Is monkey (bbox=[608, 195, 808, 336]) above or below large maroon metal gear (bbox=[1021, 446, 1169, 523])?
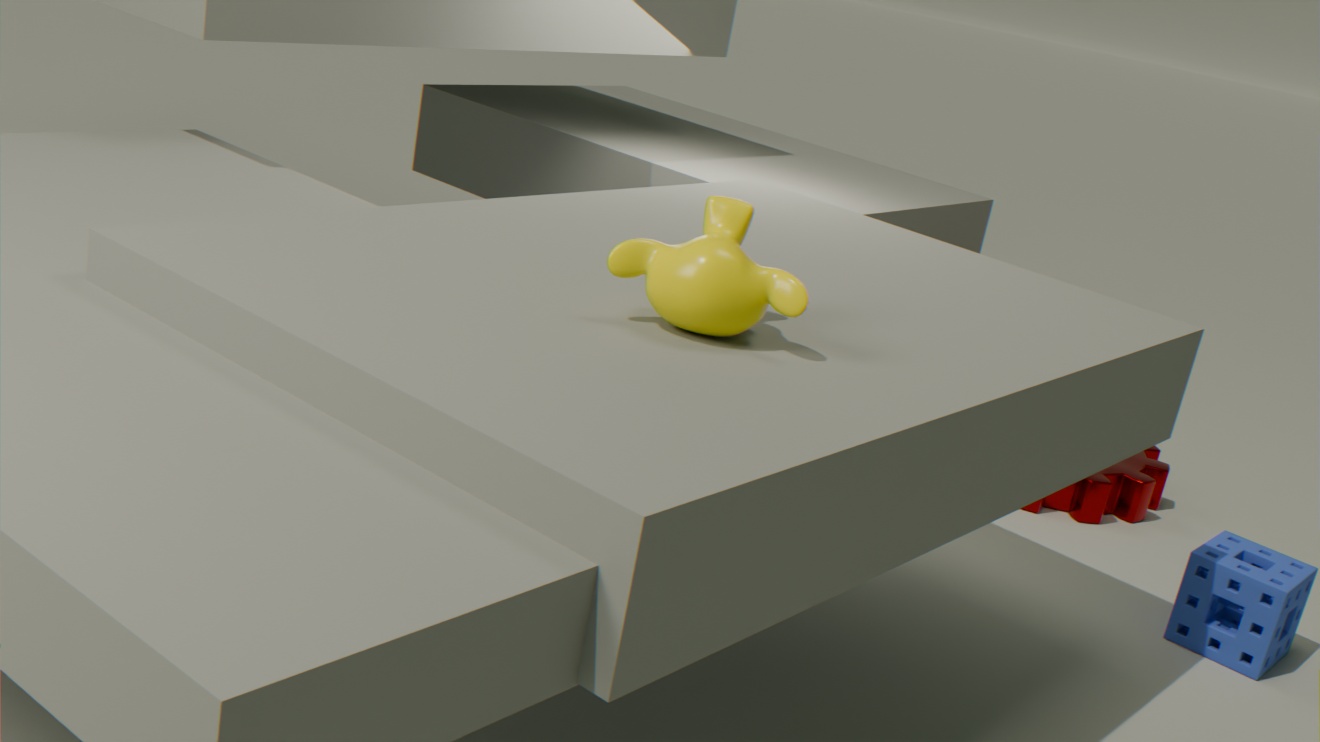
above
